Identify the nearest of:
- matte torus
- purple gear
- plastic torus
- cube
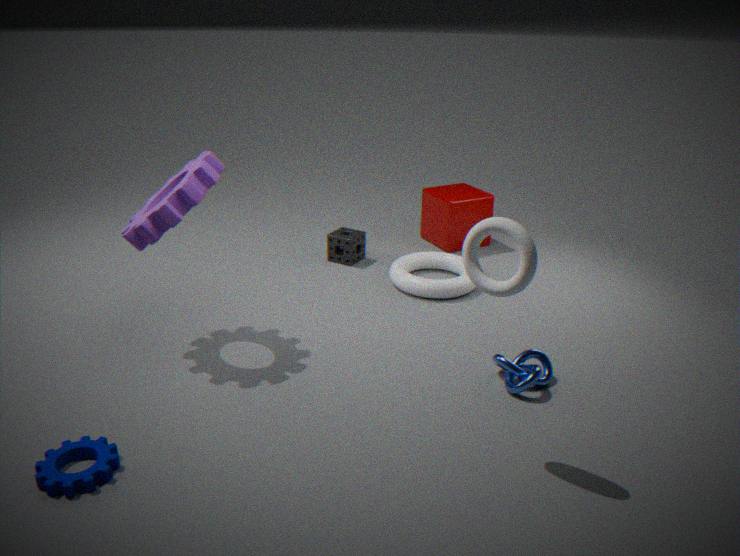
matte torus
